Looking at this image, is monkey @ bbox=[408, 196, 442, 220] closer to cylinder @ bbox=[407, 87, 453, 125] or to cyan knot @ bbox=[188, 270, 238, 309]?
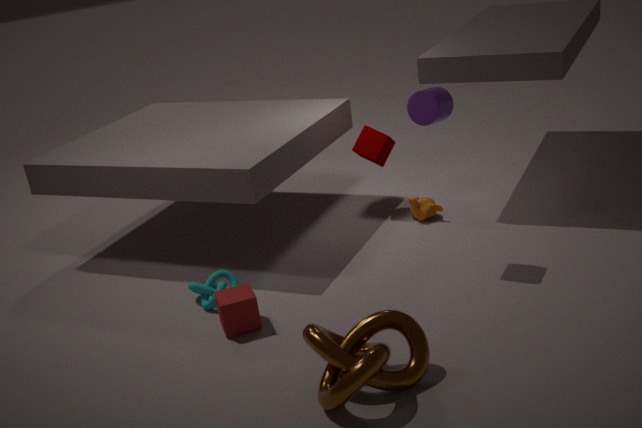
cylinder @ bbox=[407, 87, 453, 125]
